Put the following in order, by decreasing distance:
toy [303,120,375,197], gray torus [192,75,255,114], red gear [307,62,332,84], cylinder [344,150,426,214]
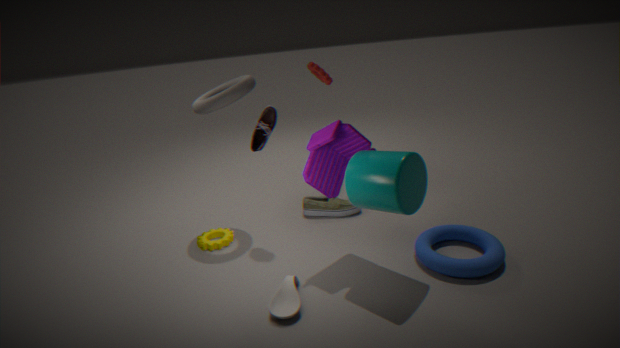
red gear [307,62,332,84]
gray torus [192,75,255,114]
toy [303,120,375,197]
cylinder [344,150,426,214]
